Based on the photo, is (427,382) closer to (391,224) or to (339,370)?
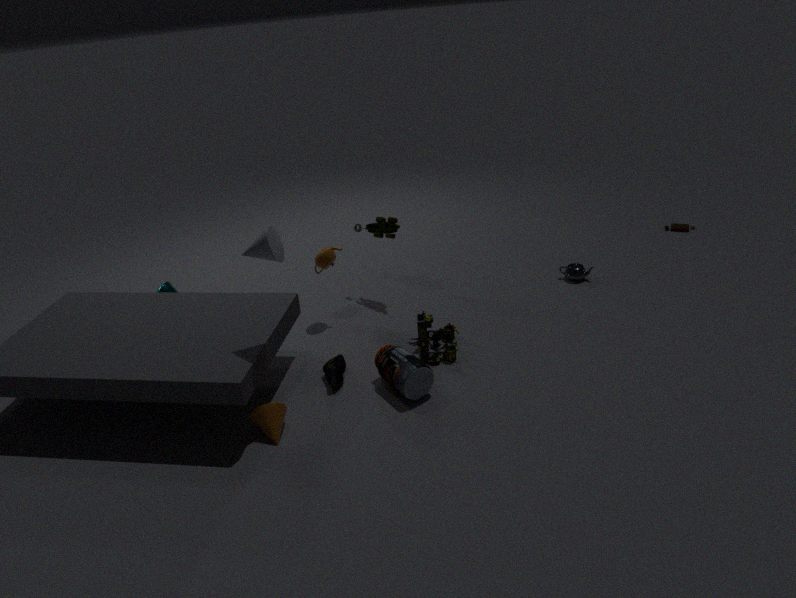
(339,370)
